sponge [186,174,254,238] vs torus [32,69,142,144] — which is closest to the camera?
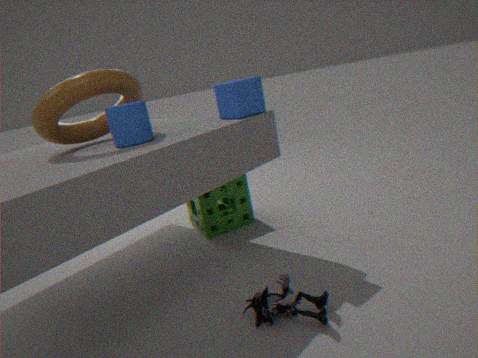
torus [32,69,142,144]
